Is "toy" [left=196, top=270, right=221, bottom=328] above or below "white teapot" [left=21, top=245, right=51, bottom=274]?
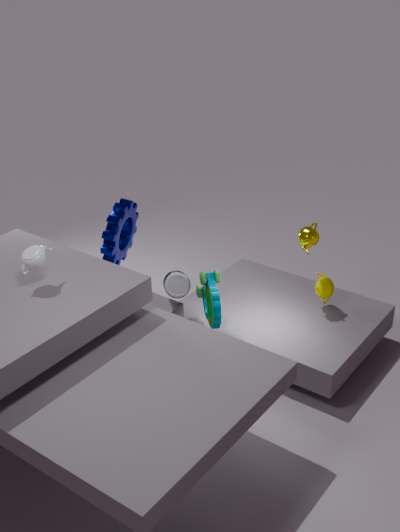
below
